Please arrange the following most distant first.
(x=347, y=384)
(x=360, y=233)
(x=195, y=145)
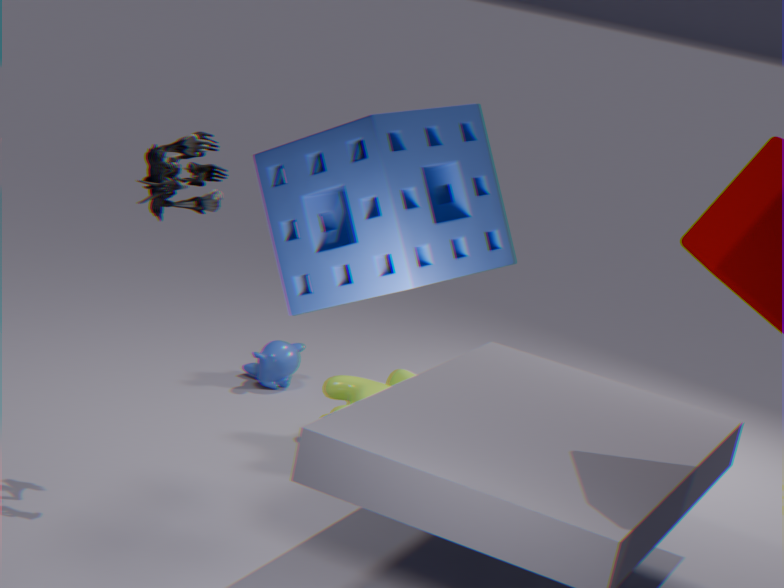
1. (x=347, y=384)
2. (x=195, y=145)
3. (x=360, y=233)
